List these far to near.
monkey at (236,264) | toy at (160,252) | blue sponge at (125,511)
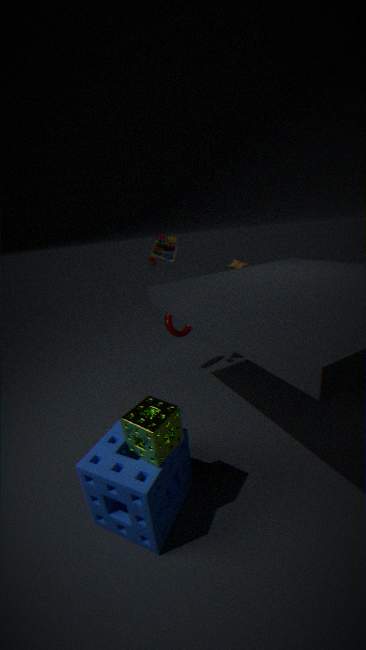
monkey at (236,264) < toy at (160,252) < blue sponge at (125,511)
